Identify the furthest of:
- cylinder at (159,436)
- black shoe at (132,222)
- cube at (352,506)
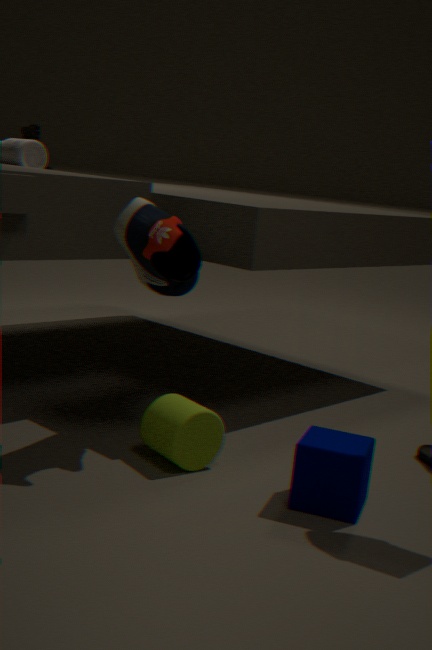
cylinder at (159,436)
